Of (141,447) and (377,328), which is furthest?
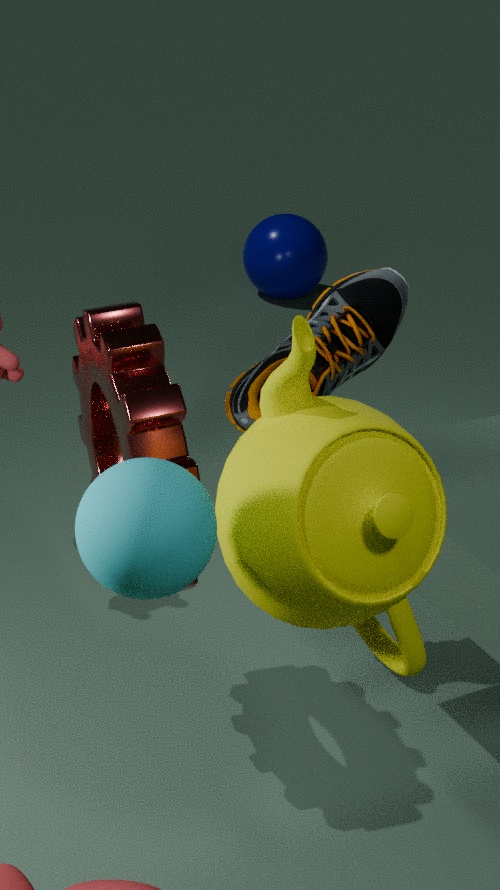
(377,328)
